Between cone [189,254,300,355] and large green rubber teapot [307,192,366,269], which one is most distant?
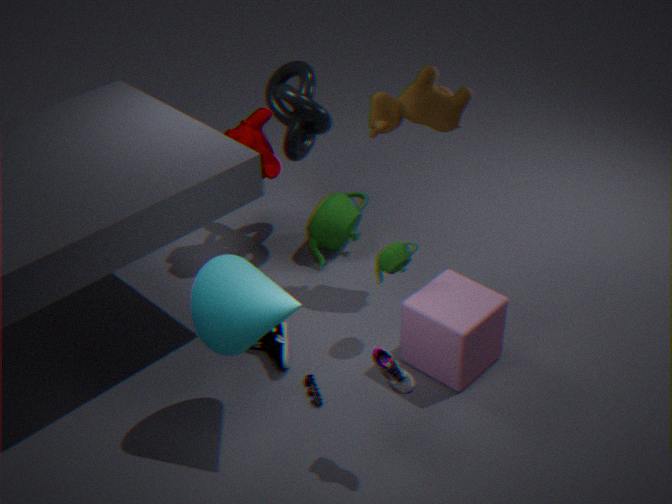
large green rubber teapot [307,192,366,269]
